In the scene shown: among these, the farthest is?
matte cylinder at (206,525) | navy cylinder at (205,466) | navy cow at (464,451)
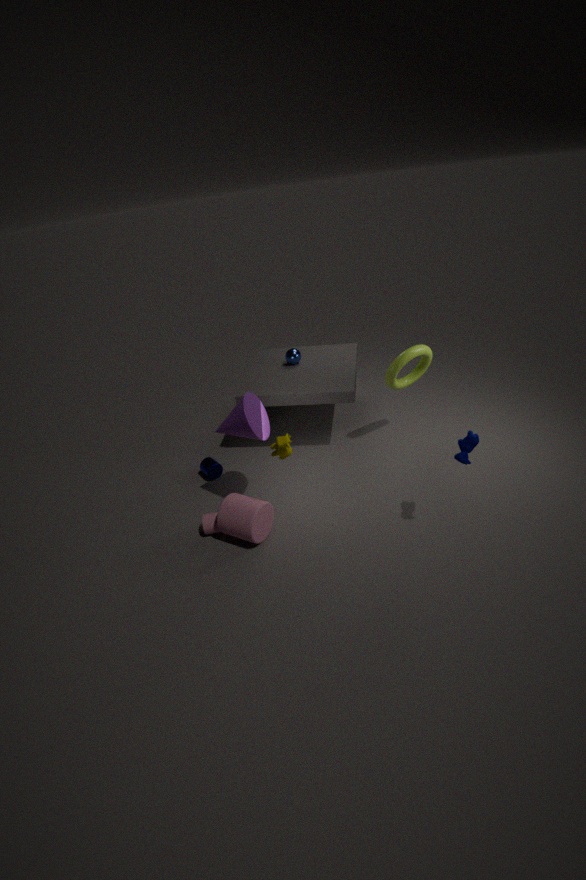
navy cylinder at (205,466)
